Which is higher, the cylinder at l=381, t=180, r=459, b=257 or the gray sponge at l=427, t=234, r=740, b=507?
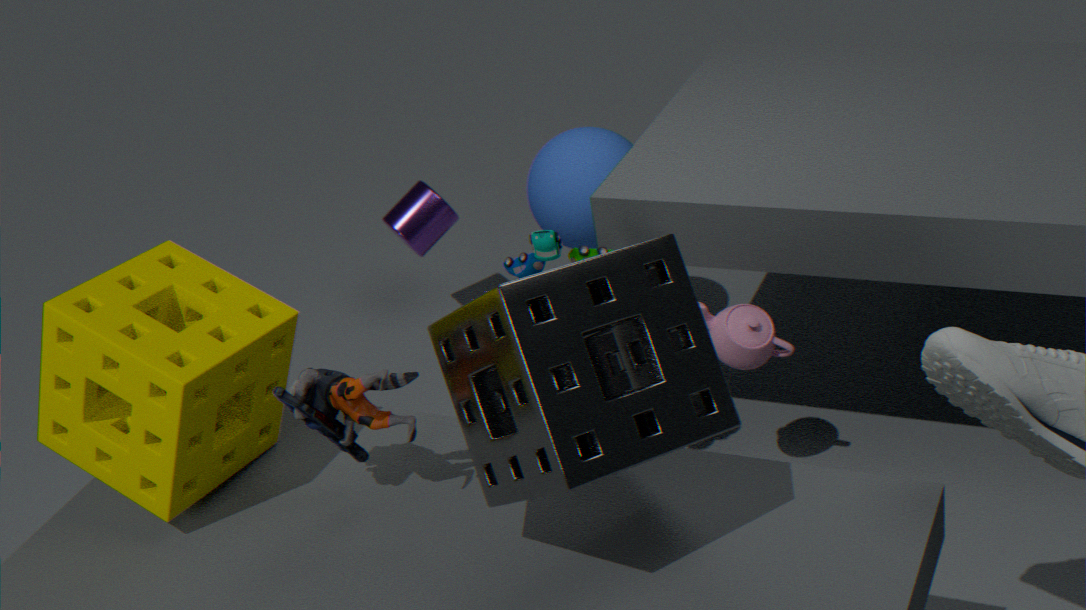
the gray sponge at l=427, t=234, r=740, b=507
